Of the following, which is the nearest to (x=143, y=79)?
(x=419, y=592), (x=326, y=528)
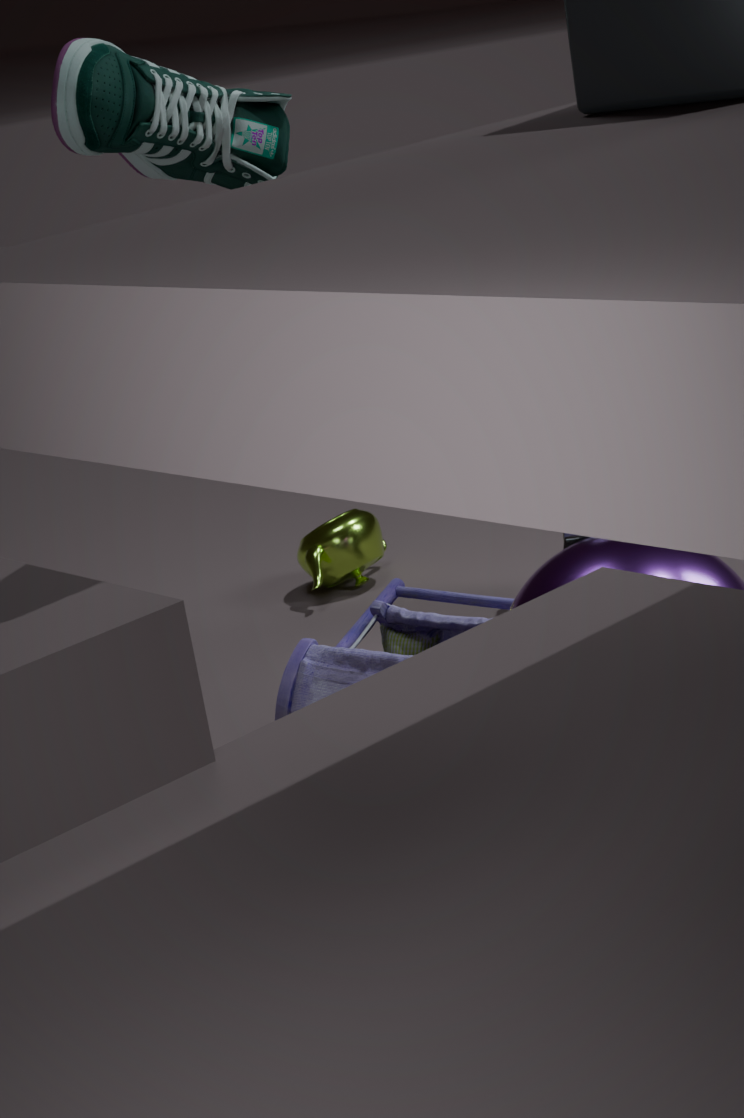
(x=419, y=592)
